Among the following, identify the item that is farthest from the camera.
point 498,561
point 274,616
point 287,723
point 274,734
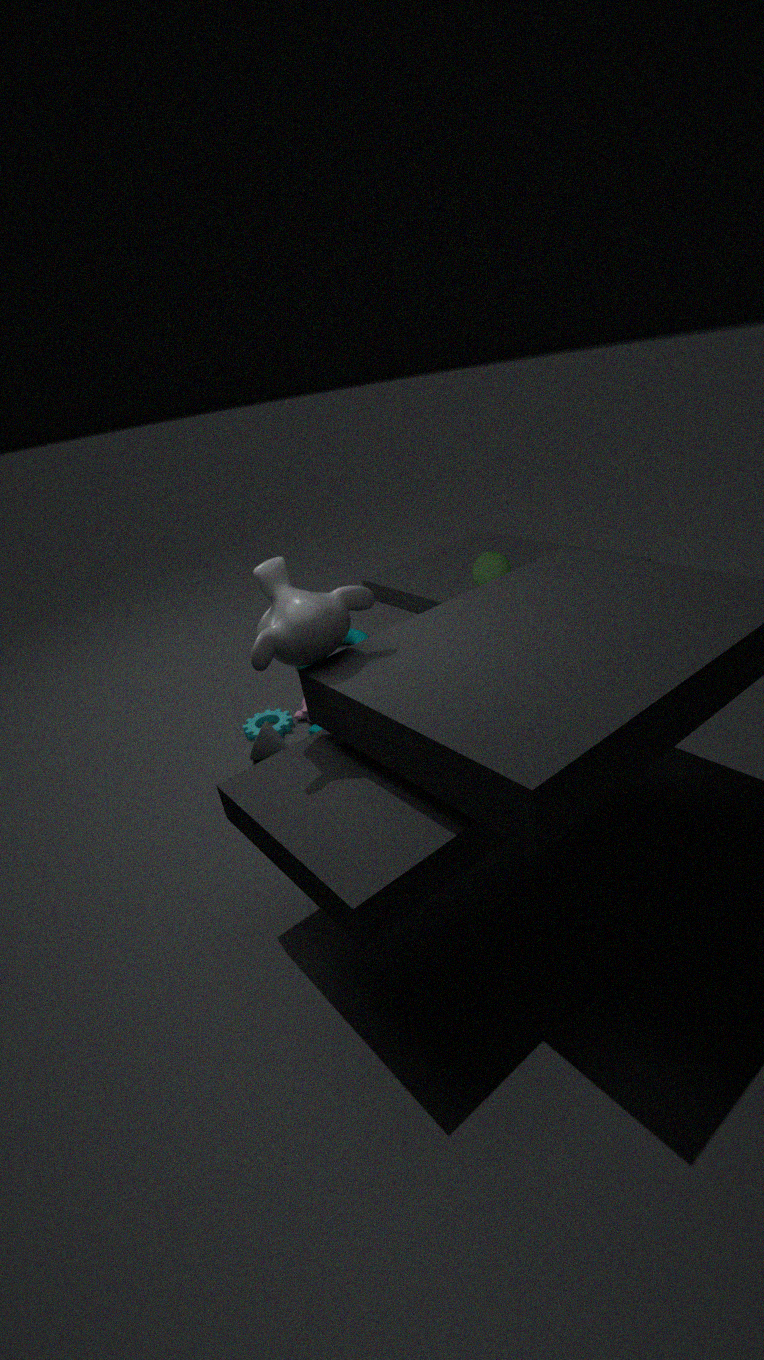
point 498,561
